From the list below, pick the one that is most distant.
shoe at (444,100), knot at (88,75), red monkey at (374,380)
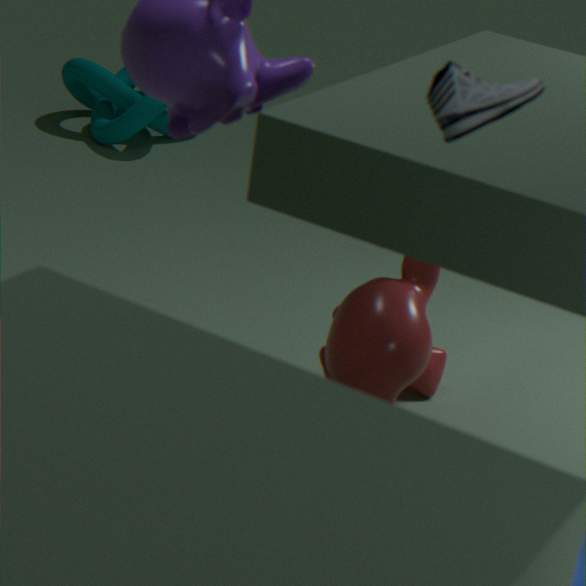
knot at (88,75)
